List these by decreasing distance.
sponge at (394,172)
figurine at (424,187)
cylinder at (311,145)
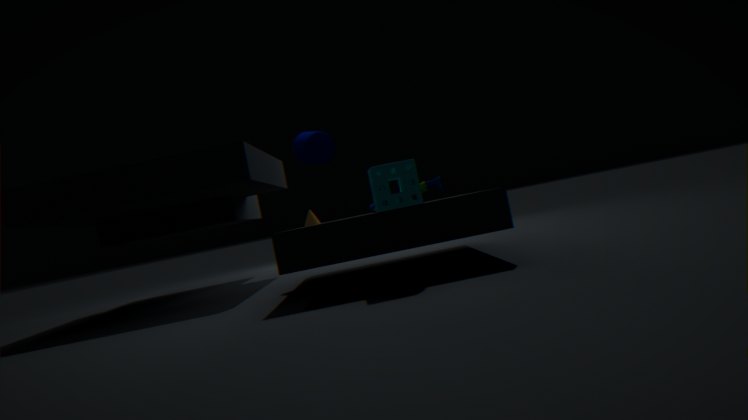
1. cylinder at (311,145)
2. figurine at (424,187)
3. sponge at (394,172)
